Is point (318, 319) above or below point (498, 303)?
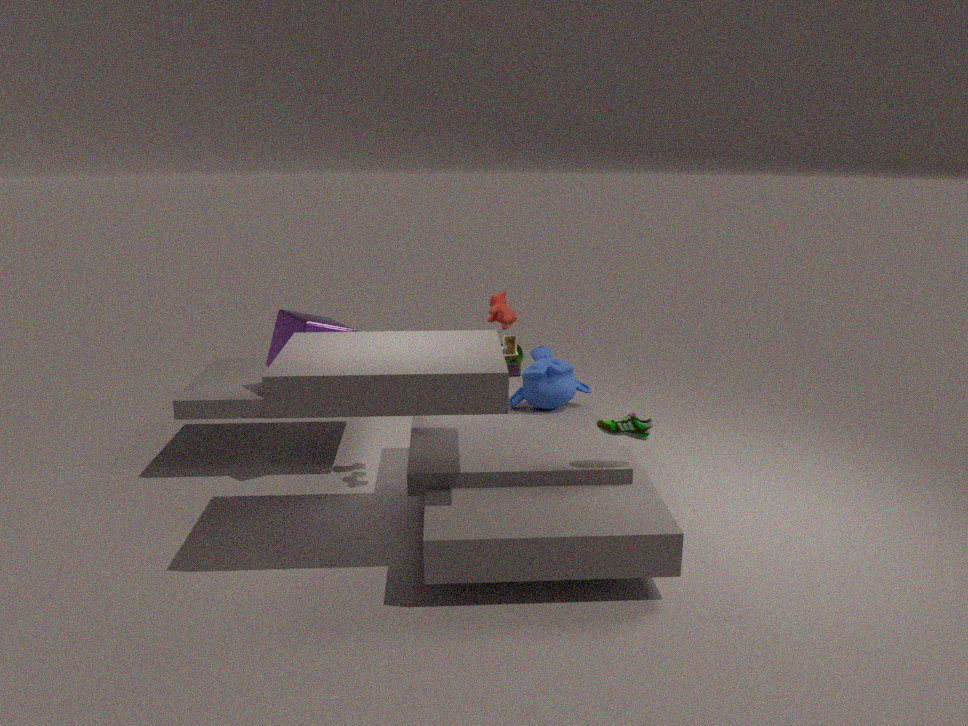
below
